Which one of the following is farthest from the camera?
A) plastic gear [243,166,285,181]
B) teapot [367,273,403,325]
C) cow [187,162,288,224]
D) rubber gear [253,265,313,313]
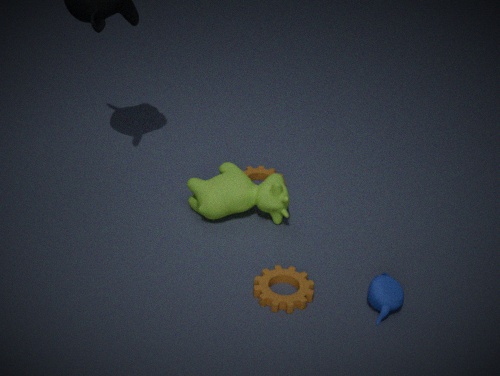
plastic gear [243,166,285,181]
